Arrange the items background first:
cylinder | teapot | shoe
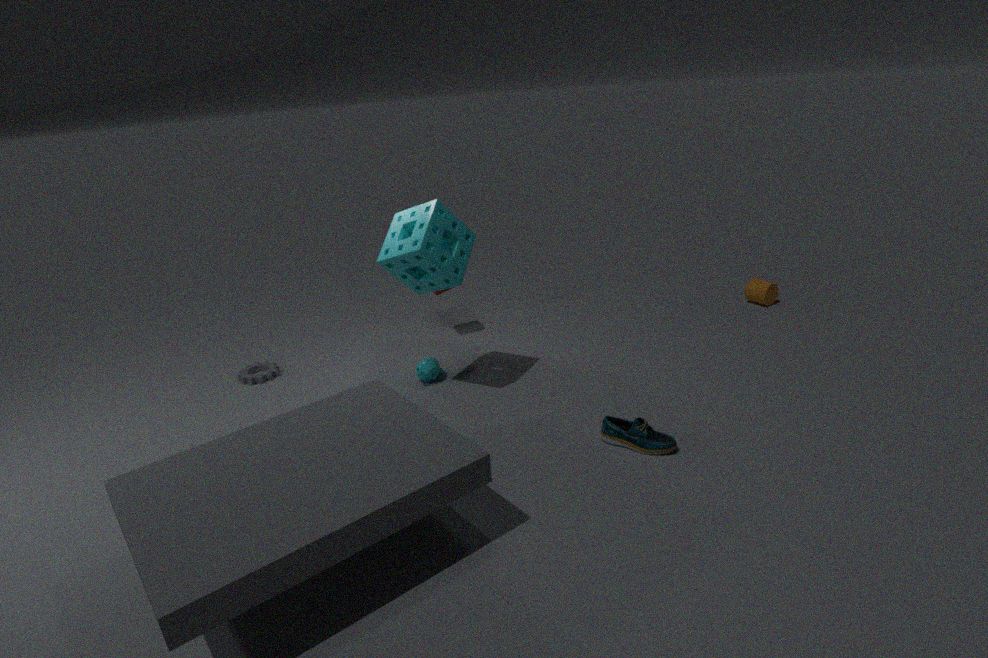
cylinder → teapot → shoe
